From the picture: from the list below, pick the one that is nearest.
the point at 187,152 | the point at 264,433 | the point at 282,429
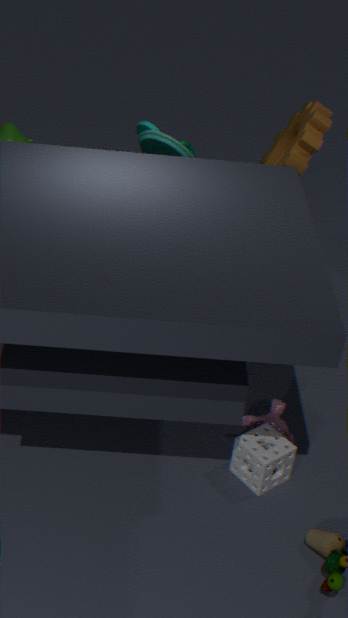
the point at 264,433
